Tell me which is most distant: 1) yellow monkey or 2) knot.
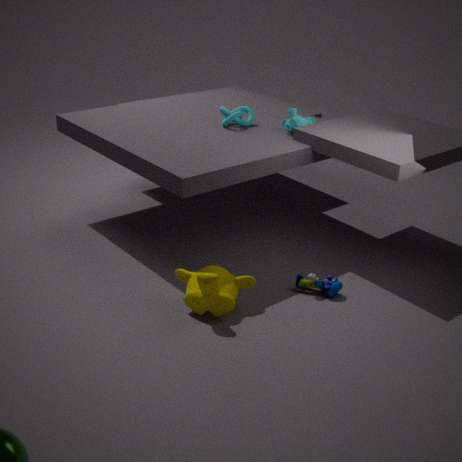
2. knot
